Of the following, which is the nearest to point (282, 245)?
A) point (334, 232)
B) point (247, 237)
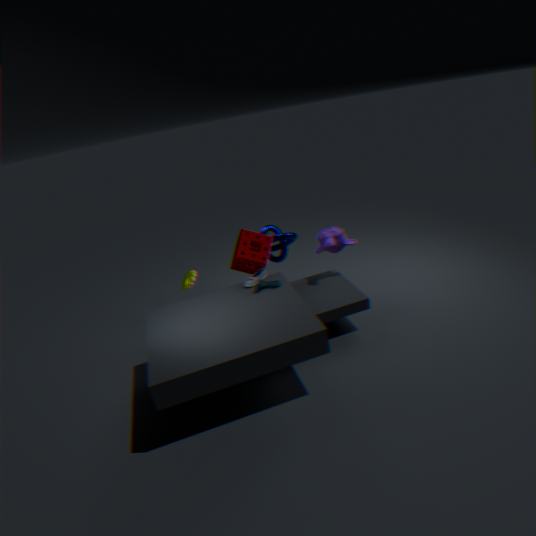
point (247, 237)
